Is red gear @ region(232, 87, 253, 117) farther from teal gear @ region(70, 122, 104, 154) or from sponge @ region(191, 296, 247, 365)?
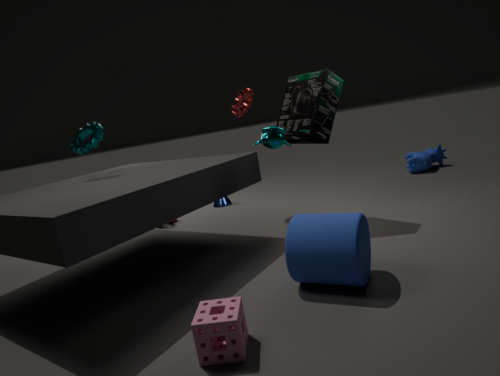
sponge @ region(191, 296, 247, 365)
